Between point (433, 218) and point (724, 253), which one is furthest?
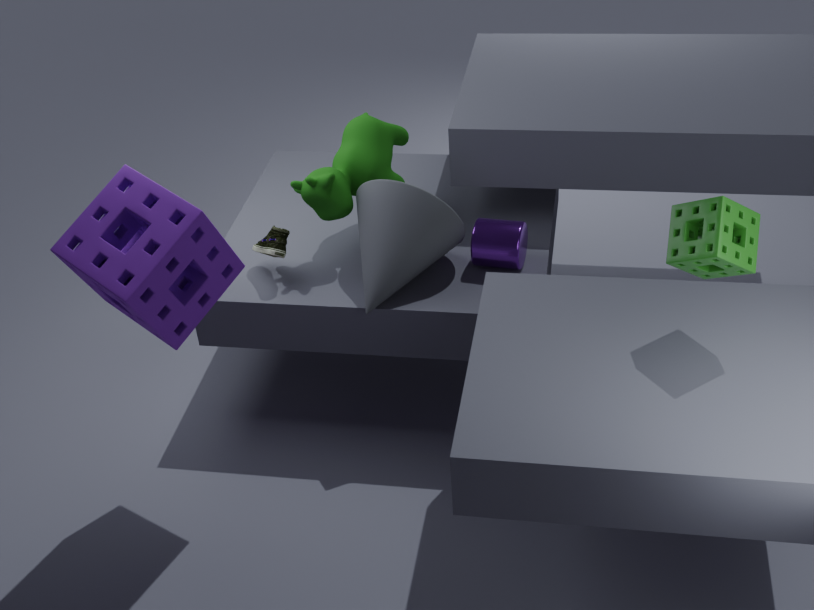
point (433, 218)
